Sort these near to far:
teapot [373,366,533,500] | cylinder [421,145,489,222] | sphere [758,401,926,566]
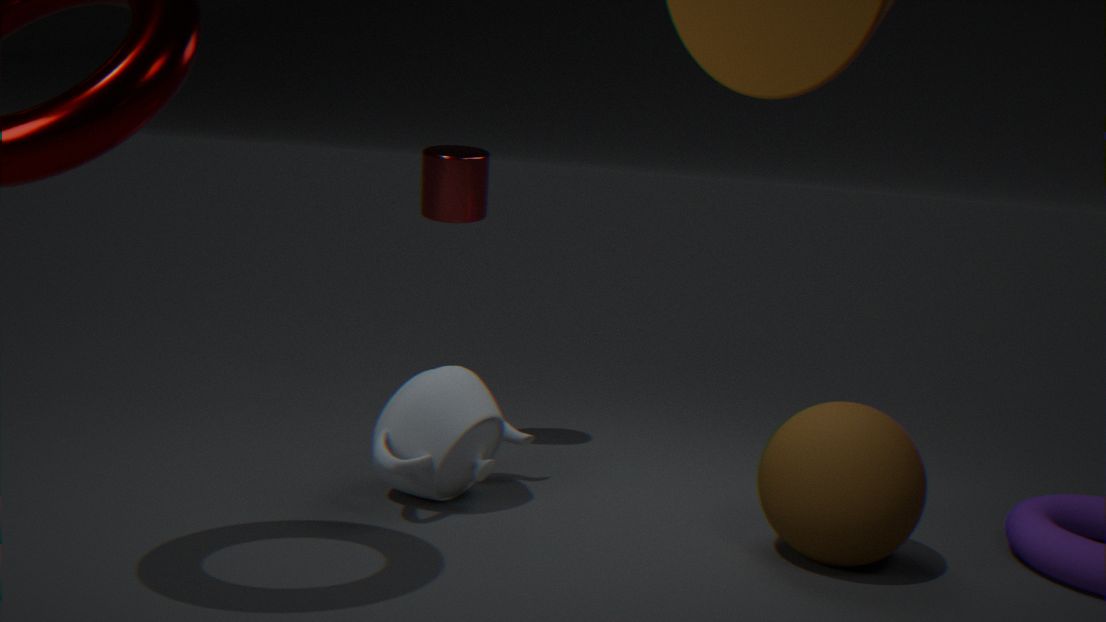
sphere [758,401,926,566] → teapot [373,366,533,500] → cylinder [421,145,489,222]
